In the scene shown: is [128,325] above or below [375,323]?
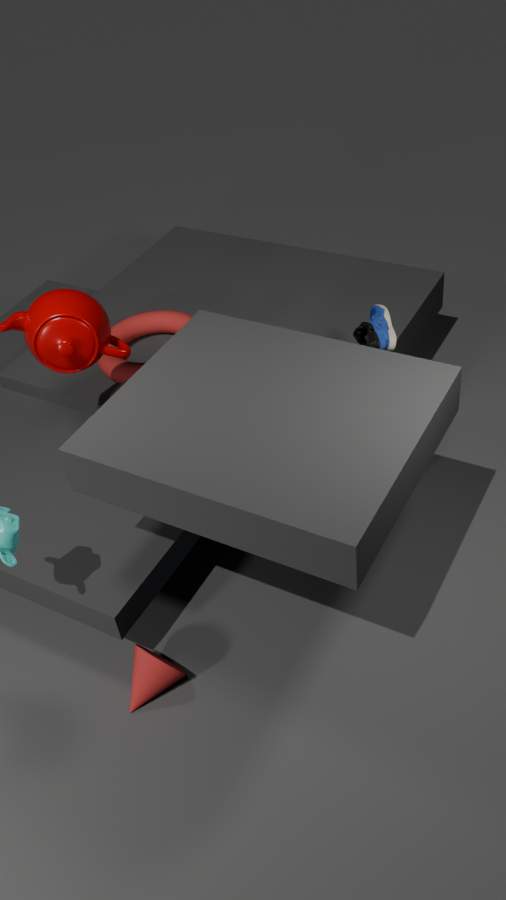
below
